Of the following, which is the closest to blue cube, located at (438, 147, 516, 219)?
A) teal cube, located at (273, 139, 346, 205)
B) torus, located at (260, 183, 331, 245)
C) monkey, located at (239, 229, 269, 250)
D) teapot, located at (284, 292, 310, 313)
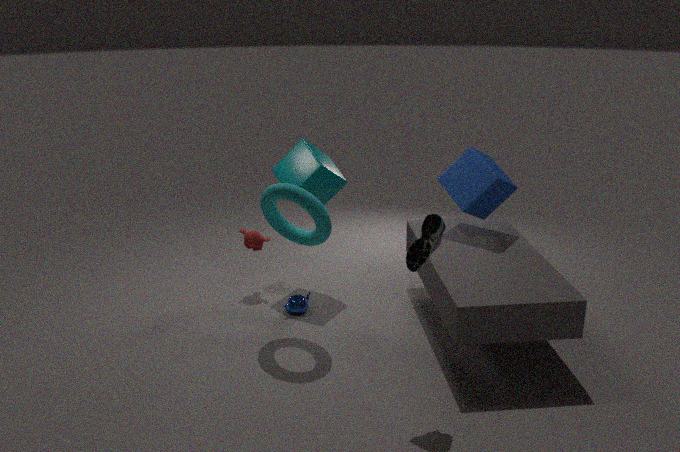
teal cube, located at (273, 139, 346, 205)
